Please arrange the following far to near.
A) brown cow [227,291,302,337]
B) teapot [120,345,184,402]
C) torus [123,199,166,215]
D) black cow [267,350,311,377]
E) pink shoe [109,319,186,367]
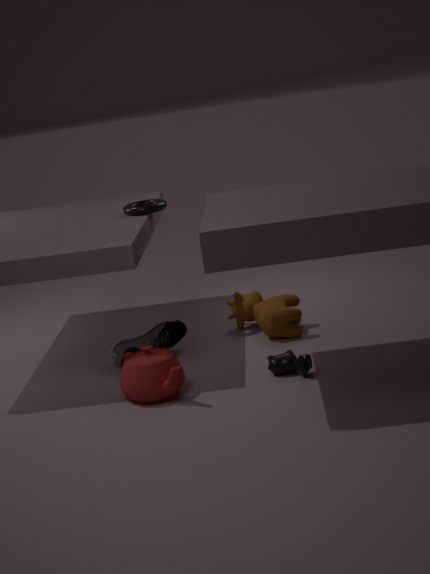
torus [123,199,166,215] < brown cow [227,291,302,337] < pink shoe [109,319,186,367] < black cow [267,350,311,377] < teapot [120,345,184,402]
